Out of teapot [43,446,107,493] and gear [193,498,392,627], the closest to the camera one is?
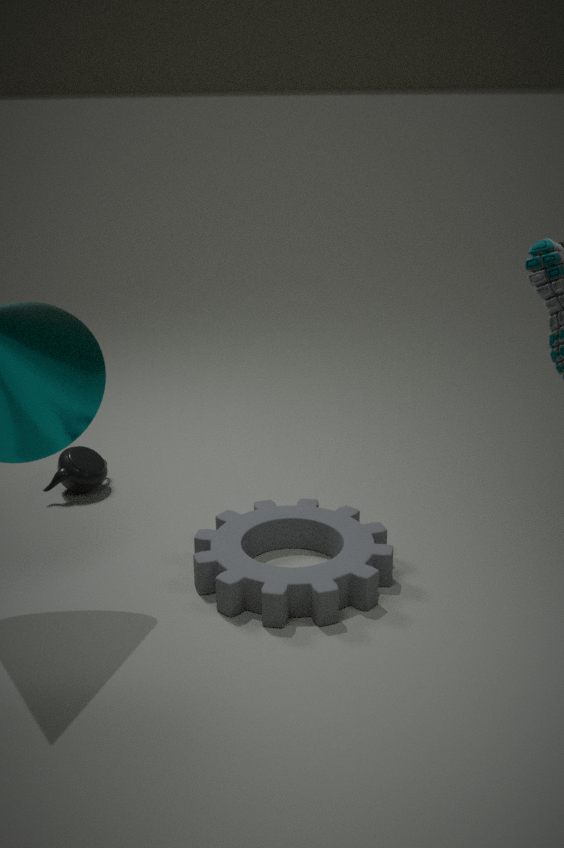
gear [193,498,392,627]
